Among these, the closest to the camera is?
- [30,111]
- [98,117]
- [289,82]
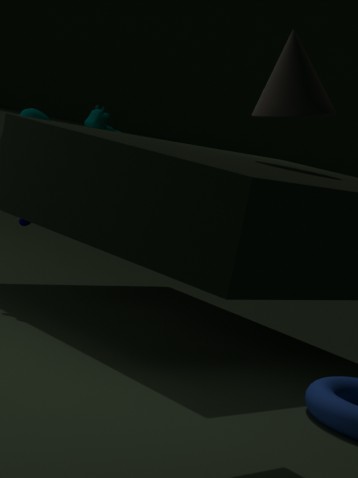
[289,82]
